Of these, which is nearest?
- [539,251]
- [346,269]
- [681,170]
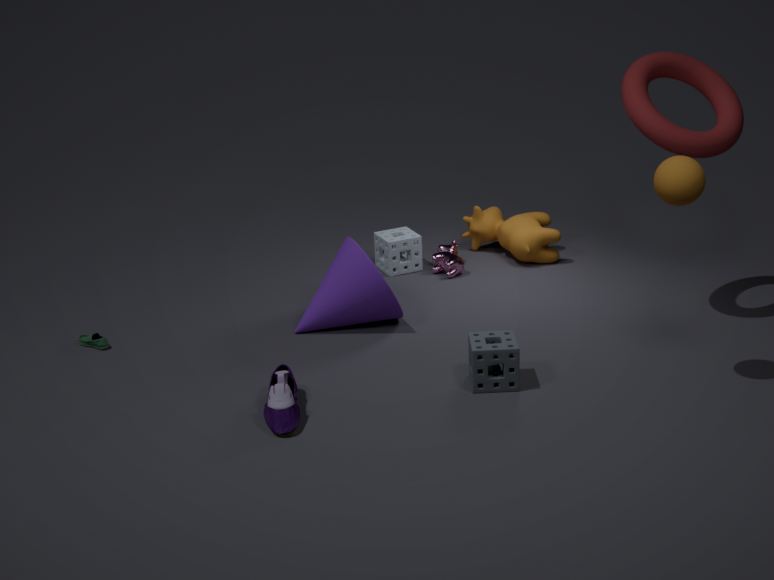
[681,170]
